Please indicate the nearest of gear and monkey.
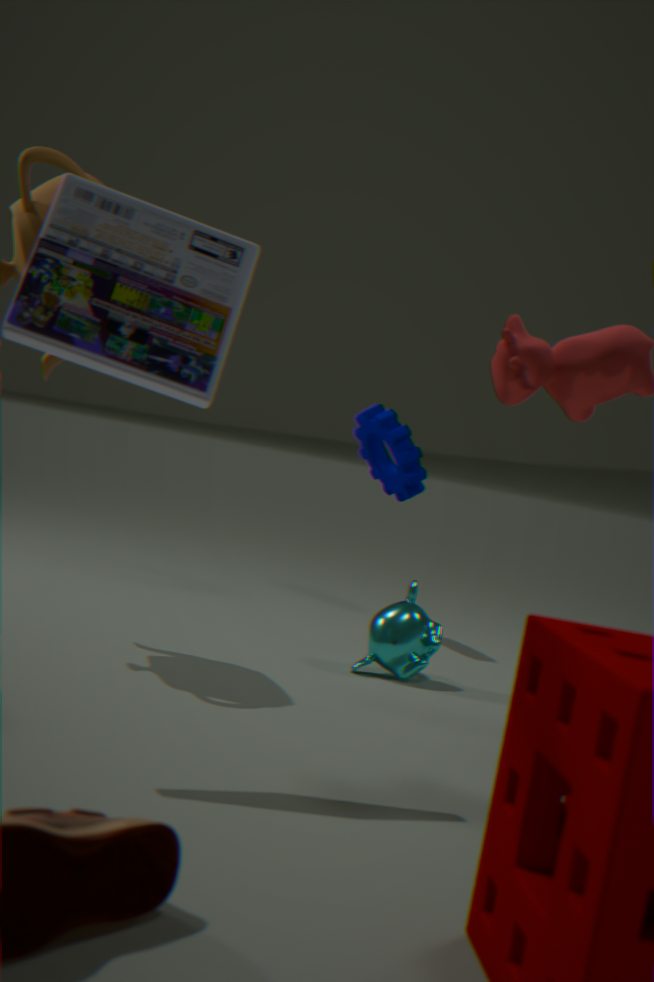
monkey
